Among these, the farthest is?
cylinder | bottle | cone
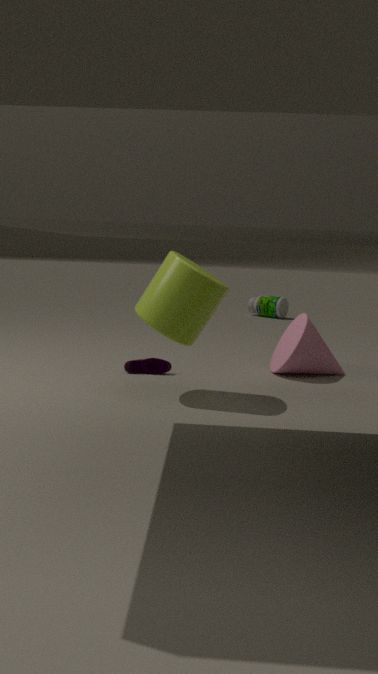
bottle
